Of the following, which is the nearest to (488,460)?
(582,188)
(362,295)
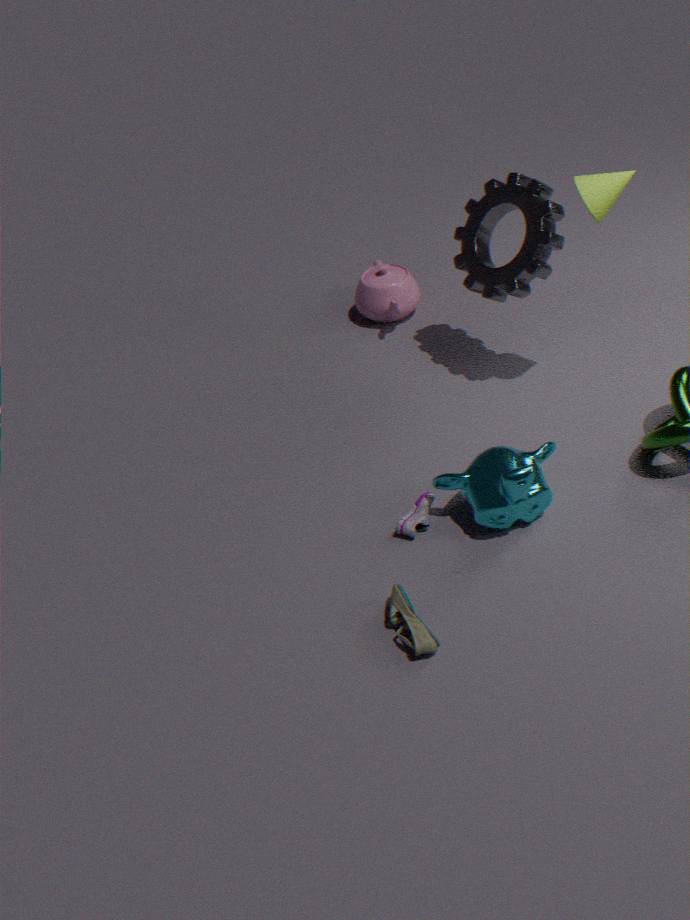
(582,188)
